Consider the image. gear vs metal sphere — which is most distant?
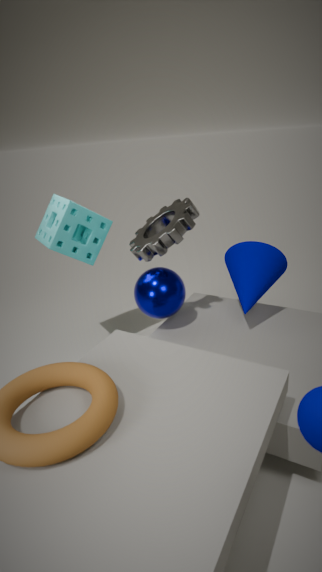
metal sphere
